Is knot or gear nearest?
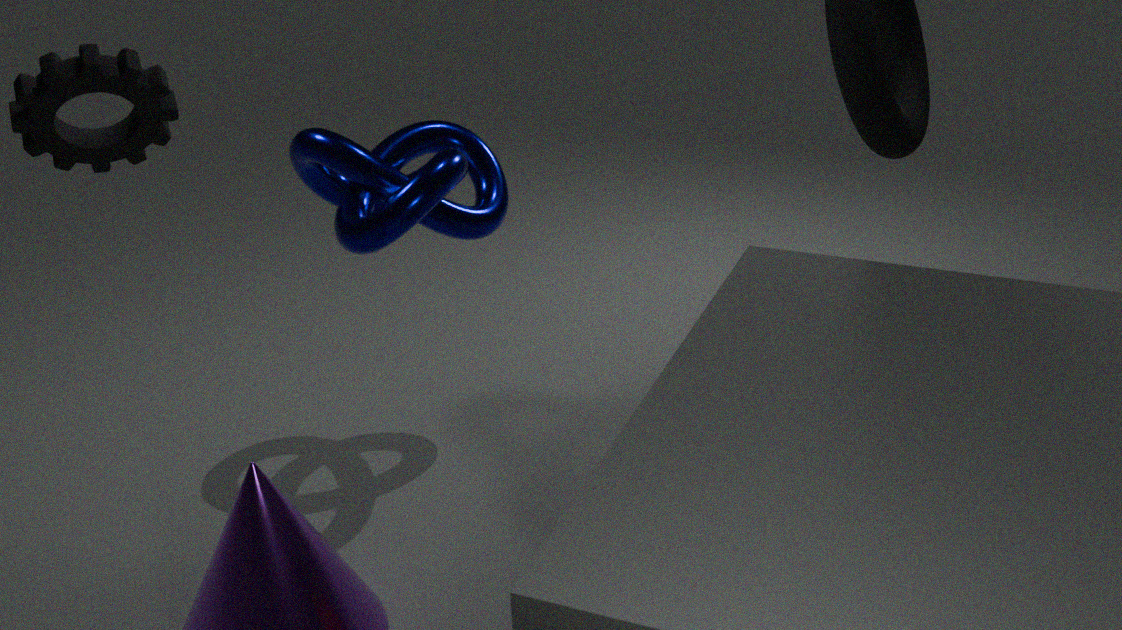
gear
